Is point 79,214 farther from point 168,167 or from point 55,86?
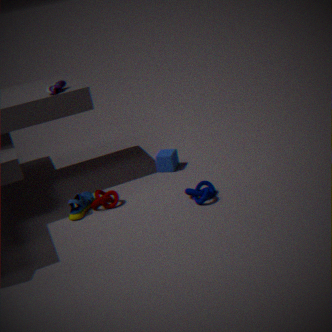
point 55,86
